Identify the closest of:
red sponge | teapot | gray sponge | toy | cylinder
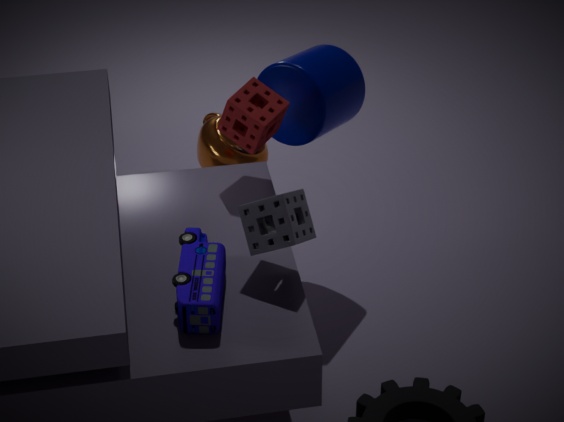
toy
